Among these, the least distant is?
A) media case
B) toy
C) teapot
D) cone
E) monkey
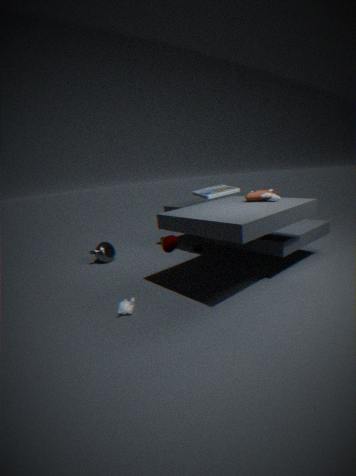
monkey
